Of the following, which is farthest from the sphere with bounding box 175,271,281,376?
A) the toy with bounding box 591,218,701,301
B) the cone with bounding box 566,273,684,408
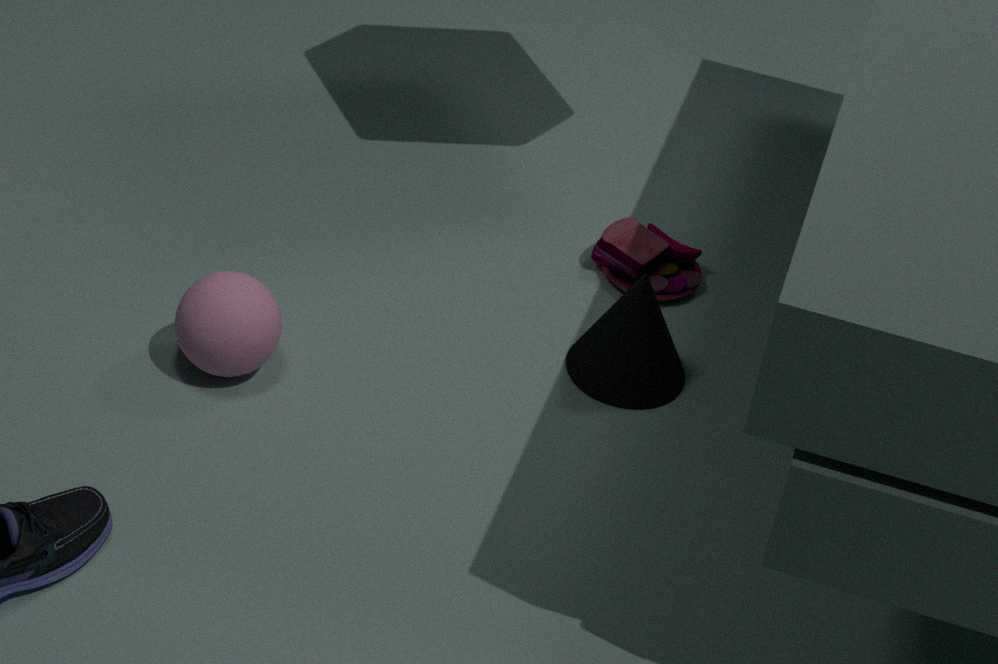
the toy with bounding box 591,218,701,301
